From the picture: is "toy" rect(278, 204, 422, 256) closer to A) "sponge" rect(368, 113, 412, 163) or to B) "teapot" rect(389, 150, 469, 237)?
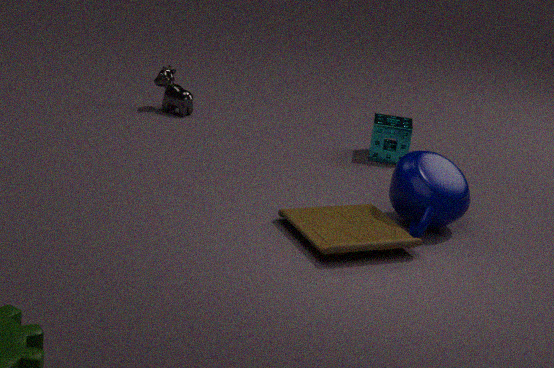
B) "teapot" rect(389, 150, 469, 237)
